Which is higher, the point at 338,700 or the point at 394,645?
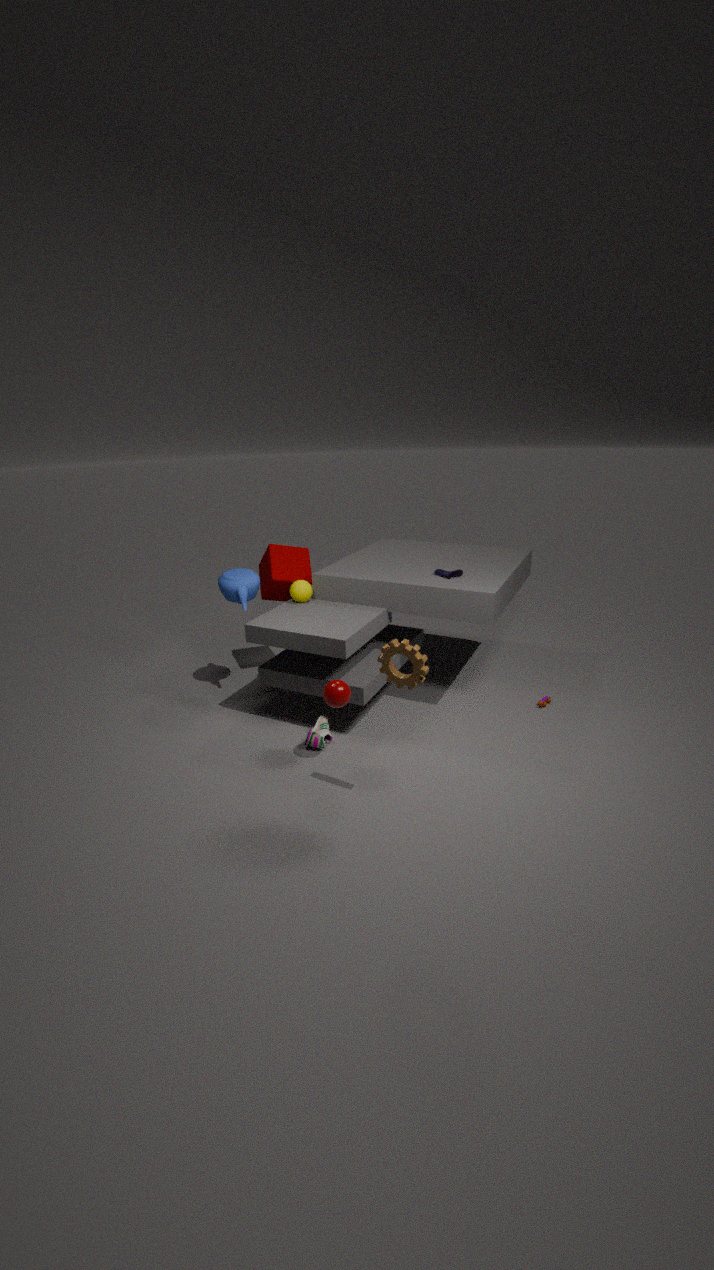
the point at 394,645
